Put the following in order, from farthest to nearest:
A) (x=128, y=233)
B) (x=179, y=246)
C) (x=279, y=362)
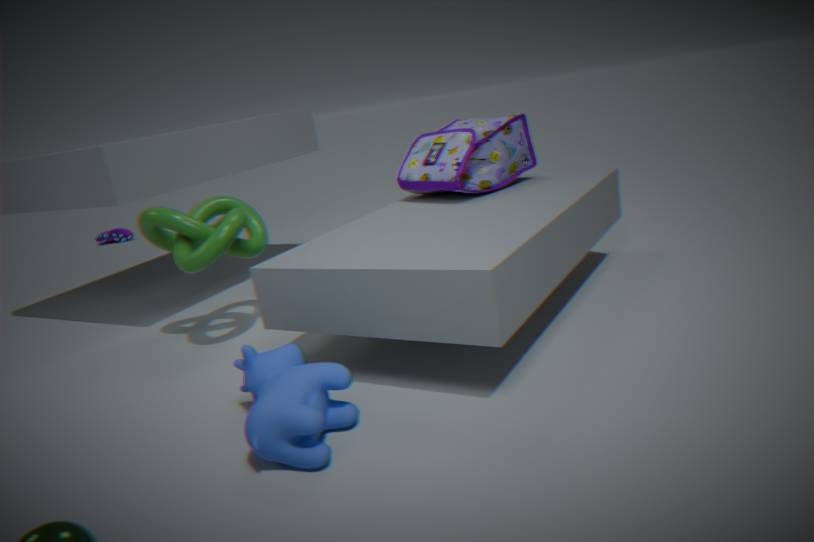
(x=128, y=233)
(x=179, y=246)
(x=279, y=362)
